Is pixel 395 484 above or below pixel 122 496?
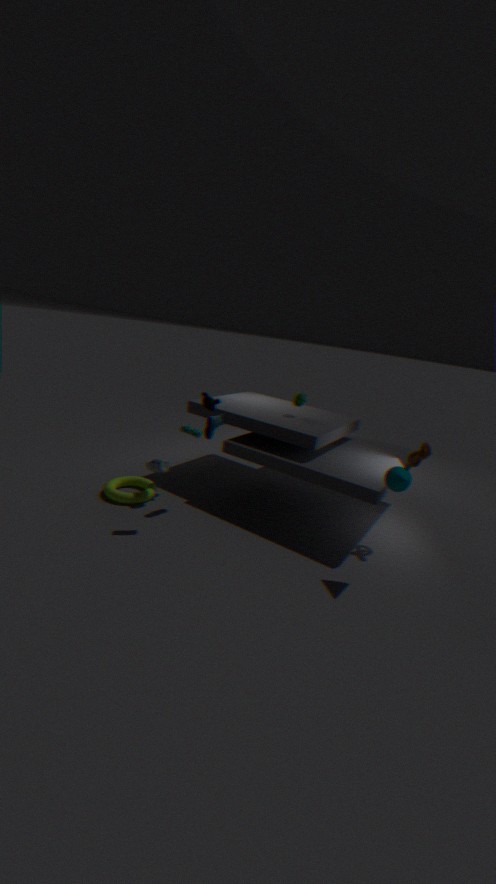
above
